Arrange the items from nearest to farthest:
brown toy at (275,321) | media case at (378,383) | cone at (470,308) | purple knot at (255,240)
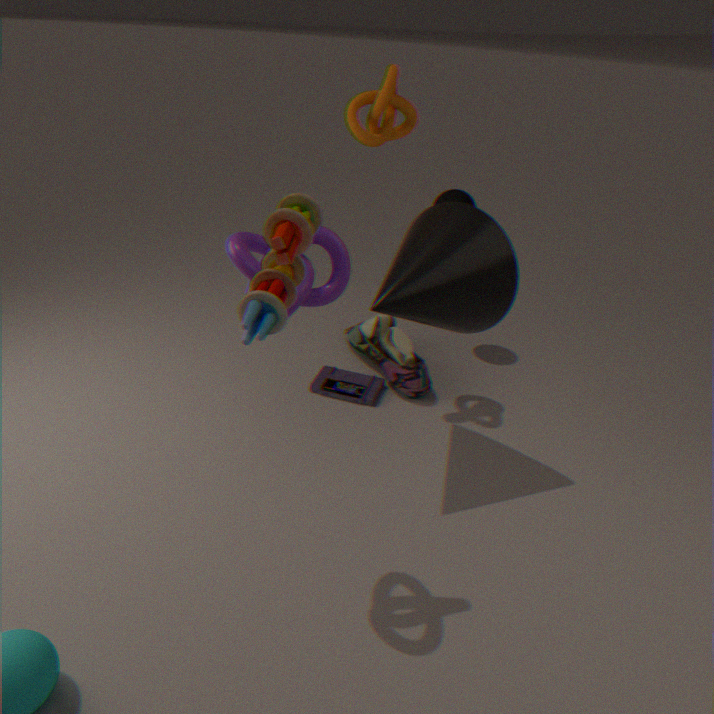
brown toy at (275,321) → purple knot at (255,240) → cone at (470,308) → media case at (378,383)
